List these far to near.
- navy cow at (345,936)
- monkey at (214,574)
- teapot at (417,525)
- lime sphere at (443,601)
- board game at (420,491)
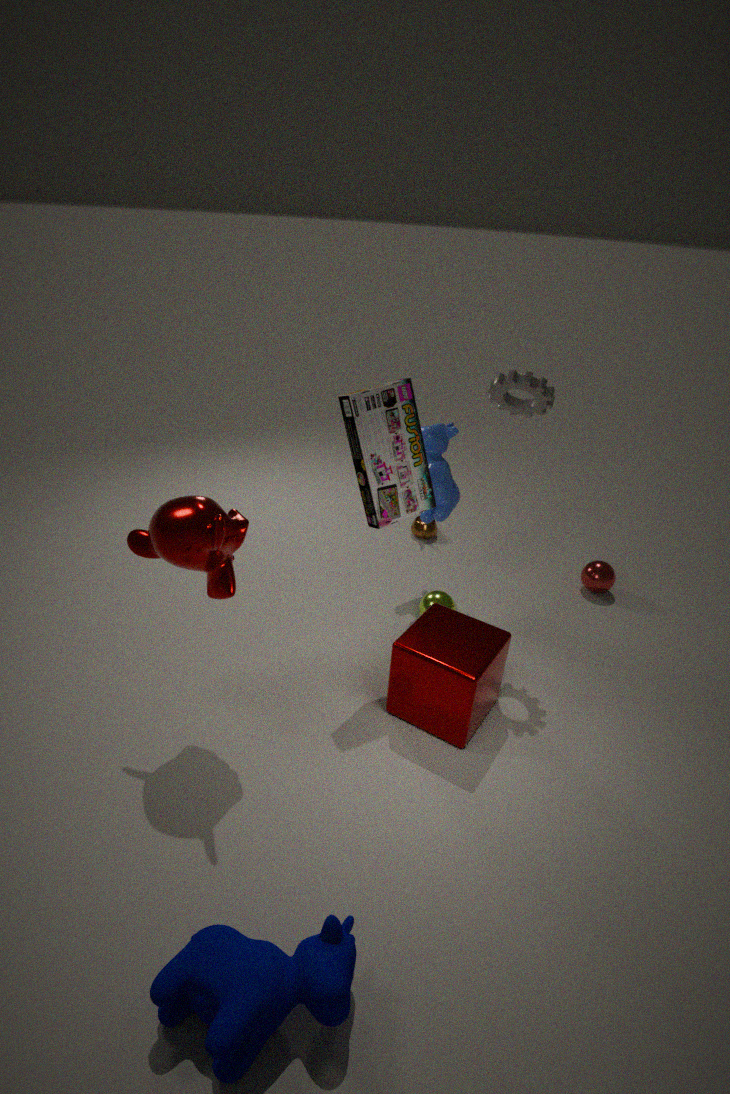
teapot at (417,525) < lime sphere at (443,601) < board game at (420,491) < monkey at (214,574) < navy cow at (345,936)
